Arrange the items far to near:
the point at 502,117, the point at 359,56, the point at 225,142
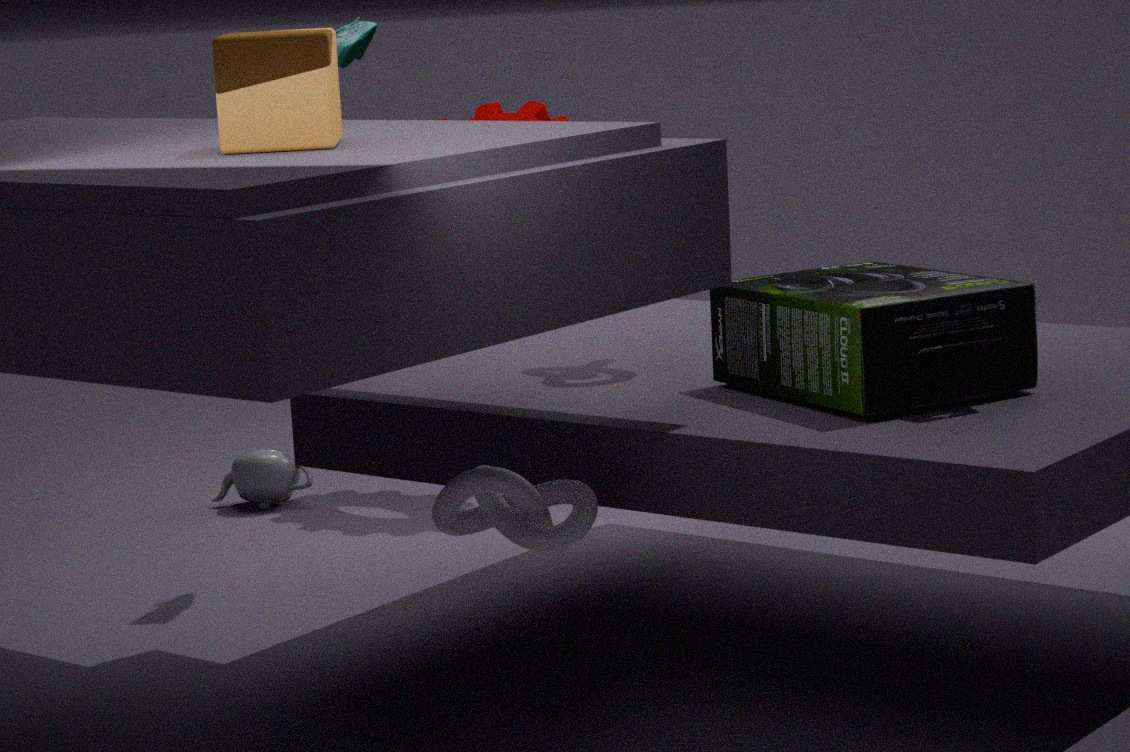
the point at 502,117
the point at 359,56
the point at 225,142
